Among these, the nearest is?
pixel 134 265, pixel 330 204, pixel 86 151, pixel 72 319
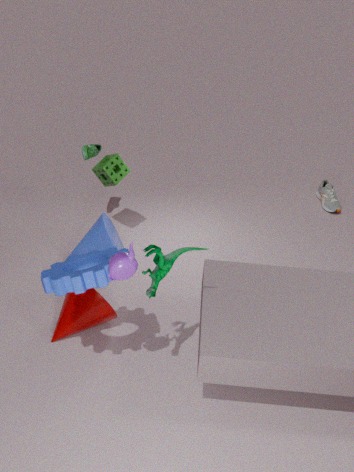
pixel 134 265
